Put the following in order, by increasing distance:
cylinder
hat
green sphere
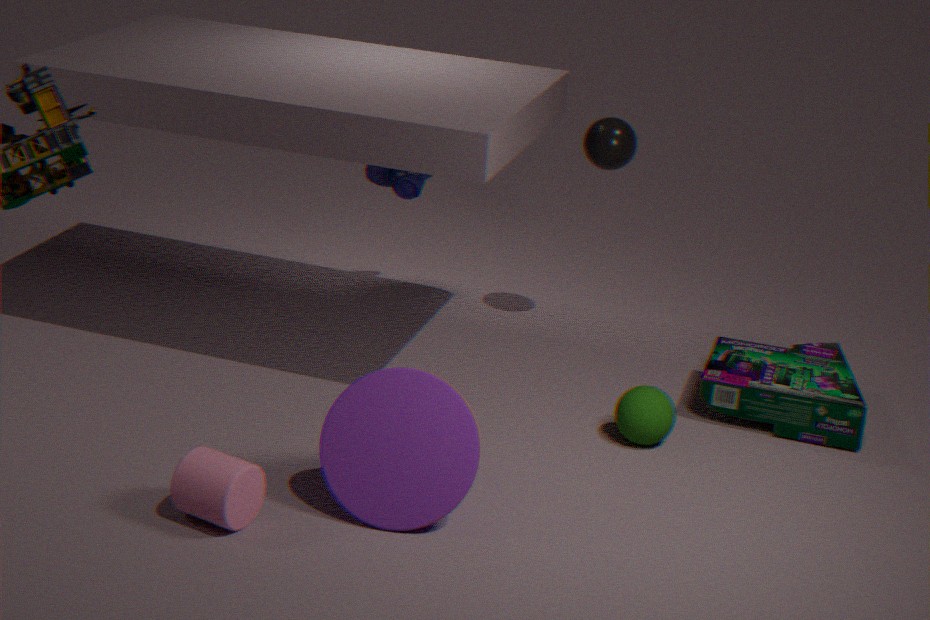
cylinder < green sphere < hat
